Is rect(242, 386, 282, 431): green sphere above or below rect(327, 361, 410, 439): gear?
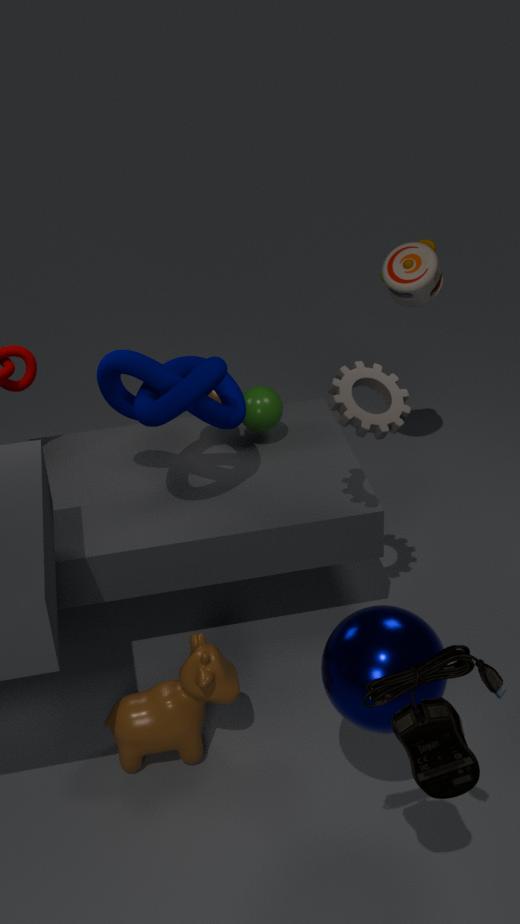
below
